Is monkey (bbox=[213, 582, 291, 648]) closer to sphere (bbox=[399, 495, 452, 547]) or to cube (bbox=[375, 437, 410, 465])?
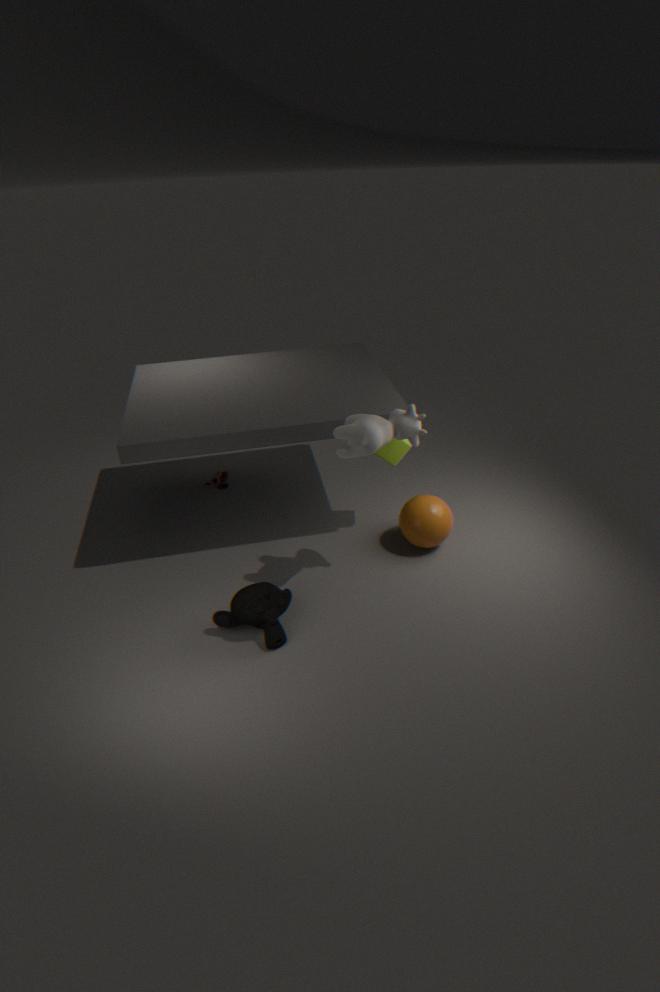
sphere (bbox=[399, 495, 452, 547])
